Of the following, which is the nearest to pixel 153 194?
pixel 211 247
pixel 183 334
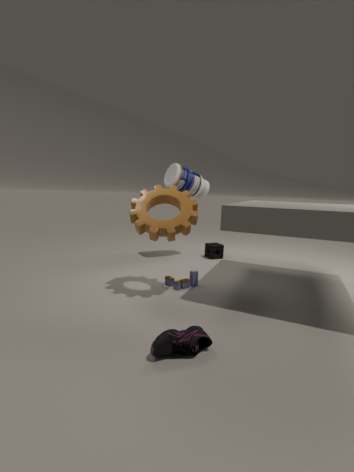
pixel 183 334
